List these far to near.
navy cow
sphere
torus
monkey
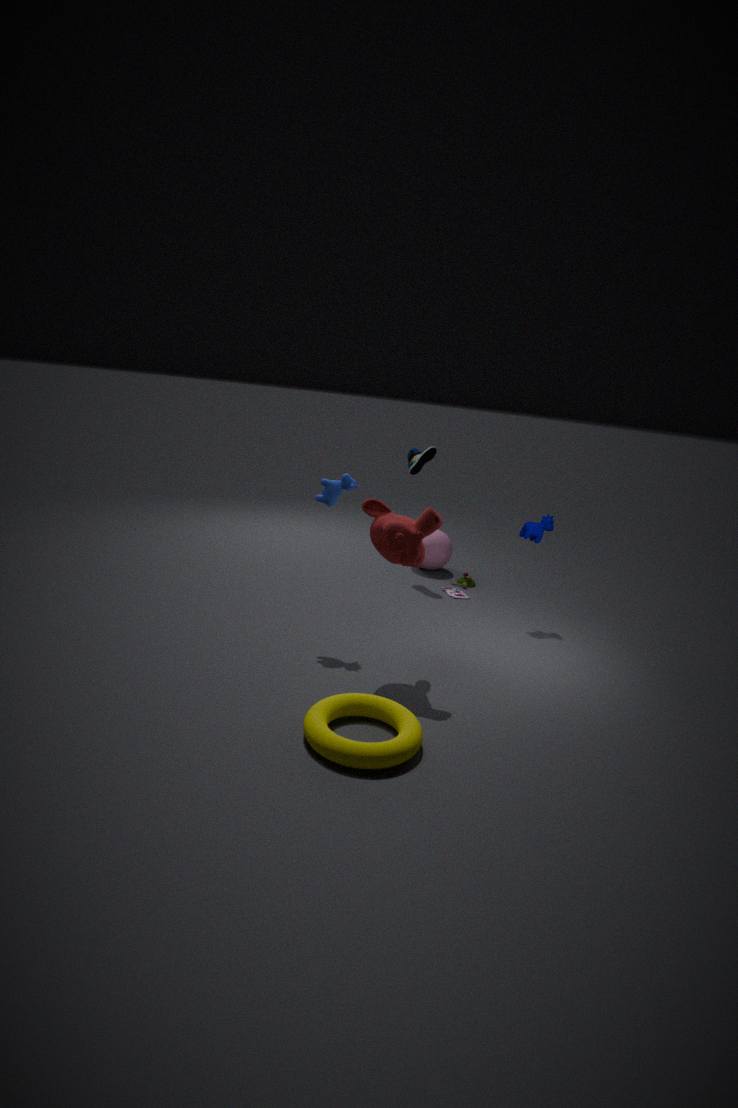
sphere
navy cow
monkey
torus
